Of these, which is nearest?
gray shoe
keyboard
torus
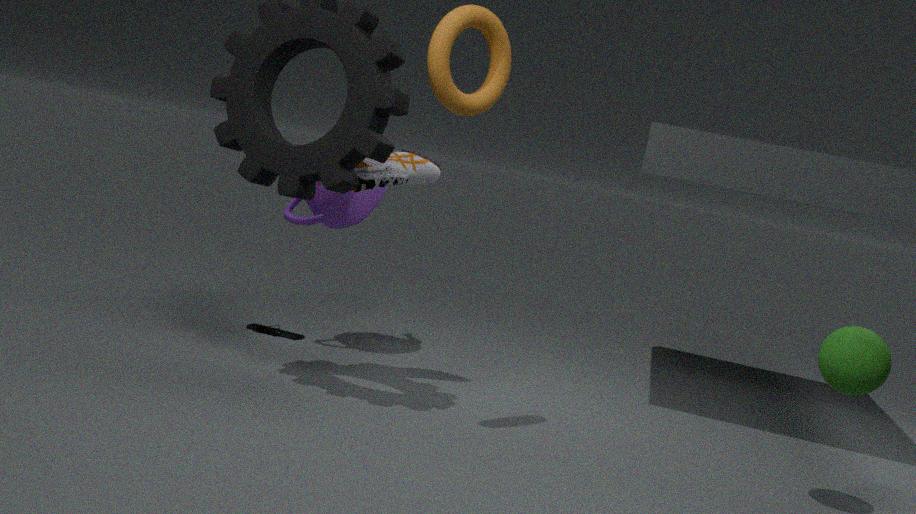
torus
